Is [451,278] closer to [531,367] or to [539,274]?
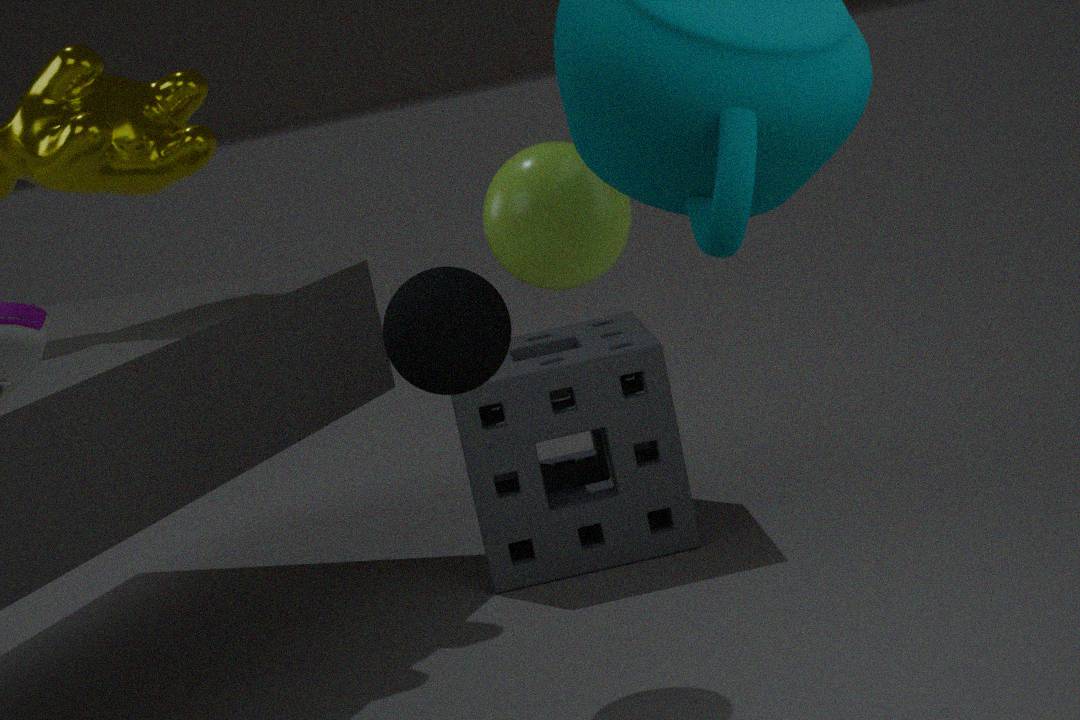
[539,274]
